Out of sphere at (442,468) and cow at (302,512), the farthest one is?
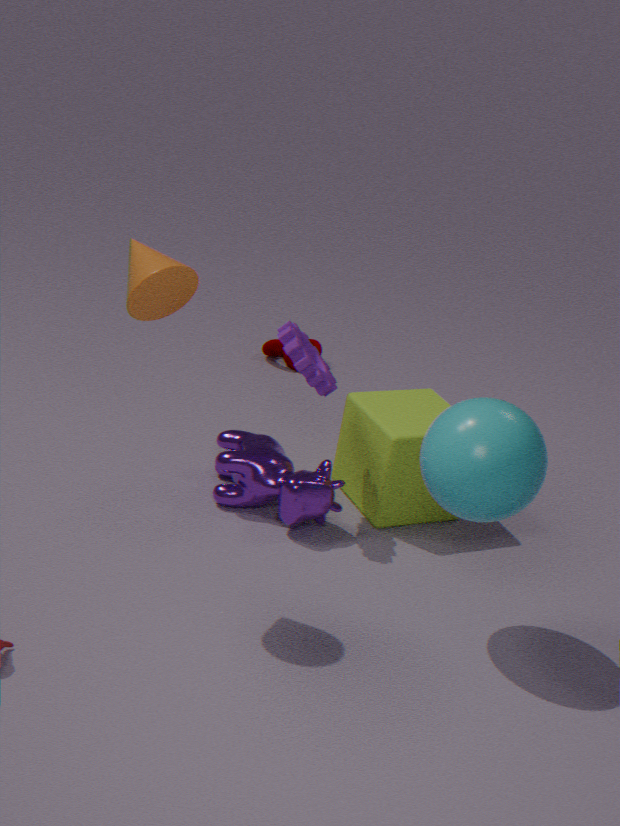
cow at (302,512)
